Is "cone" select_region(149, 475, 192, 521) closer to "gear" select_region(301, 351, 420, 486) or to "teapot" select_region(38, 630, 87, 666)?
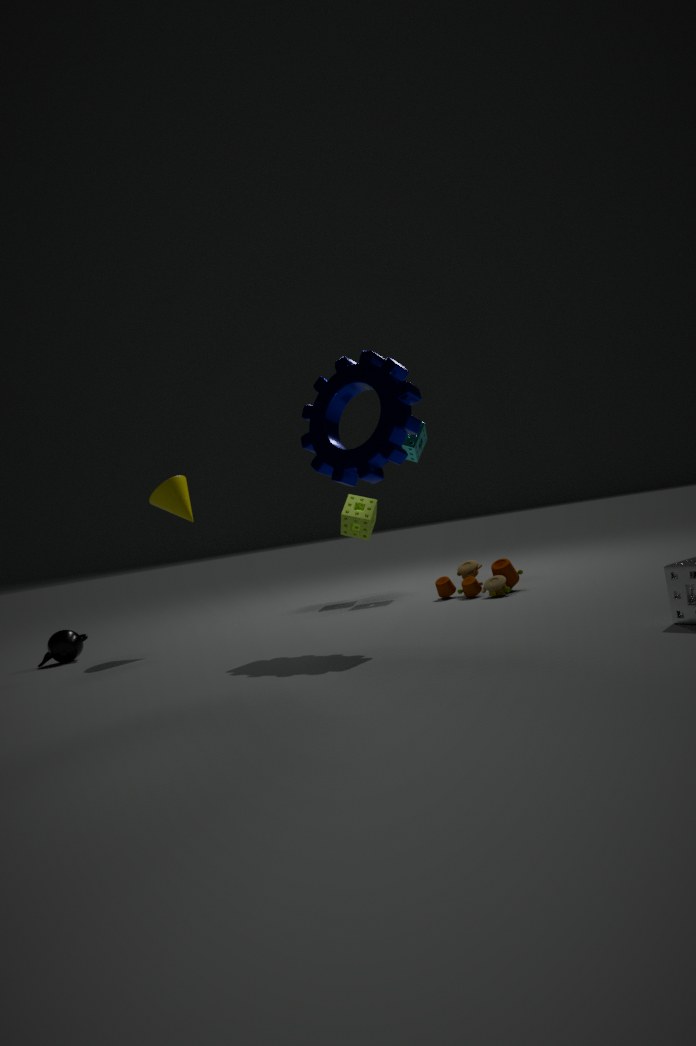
"teapot" select_region(38, 630, 87, 666)
